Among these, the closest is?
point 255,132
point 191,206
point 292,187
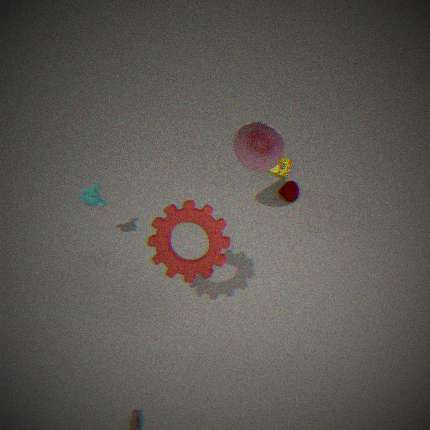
point 191,206
